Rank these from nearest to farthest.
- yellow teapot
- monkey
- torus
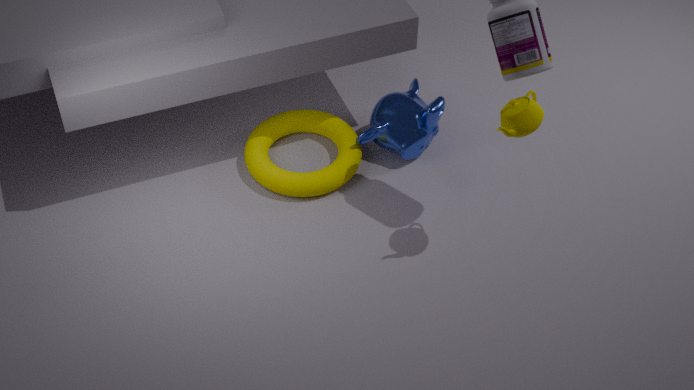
1. yellow teapot
2. torus
3. monkey
